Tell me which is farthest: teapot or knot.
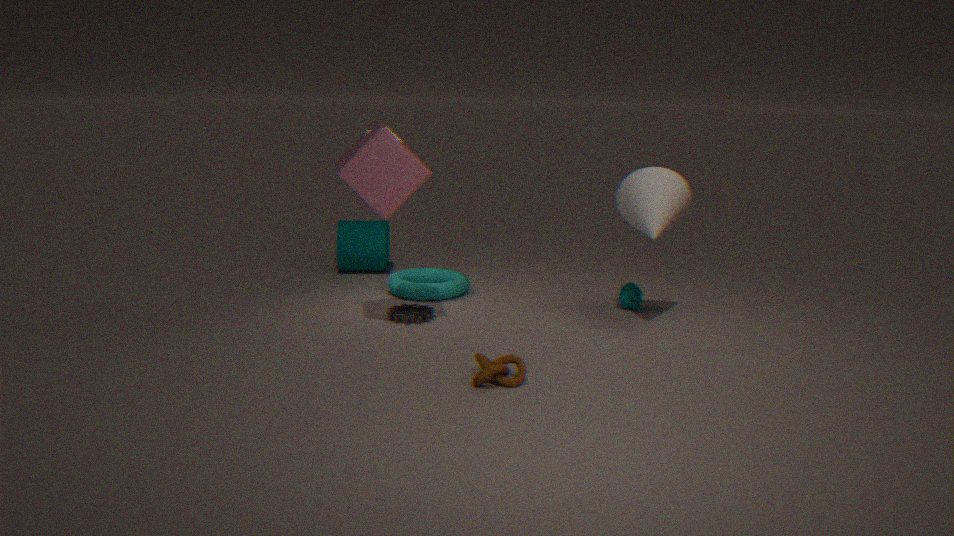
teapot
